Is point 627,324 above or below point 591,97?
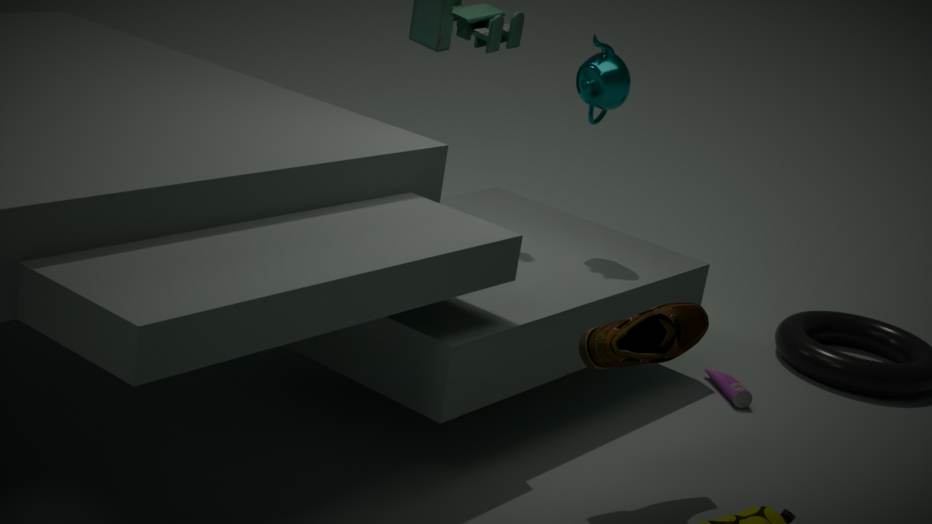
below
